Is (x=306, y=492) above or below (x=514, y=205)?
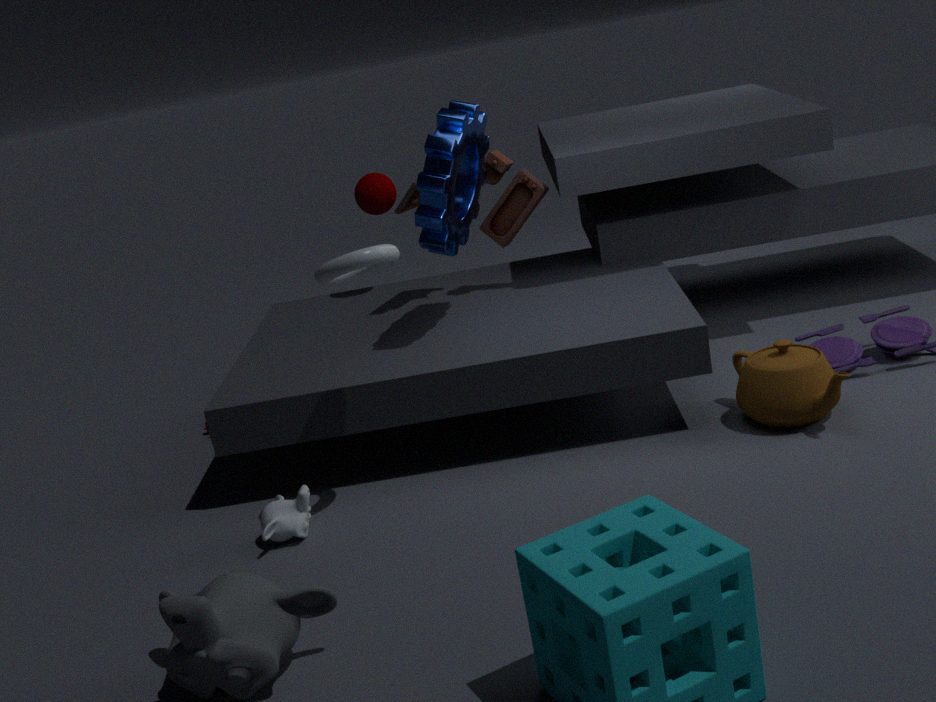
below
